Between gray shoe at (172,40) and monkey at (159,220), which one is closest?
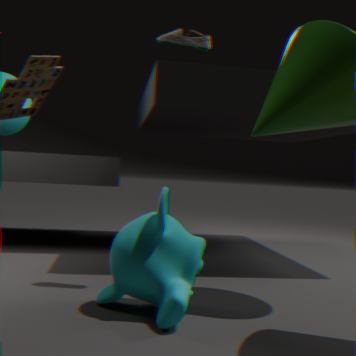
monkey at (159,220)
